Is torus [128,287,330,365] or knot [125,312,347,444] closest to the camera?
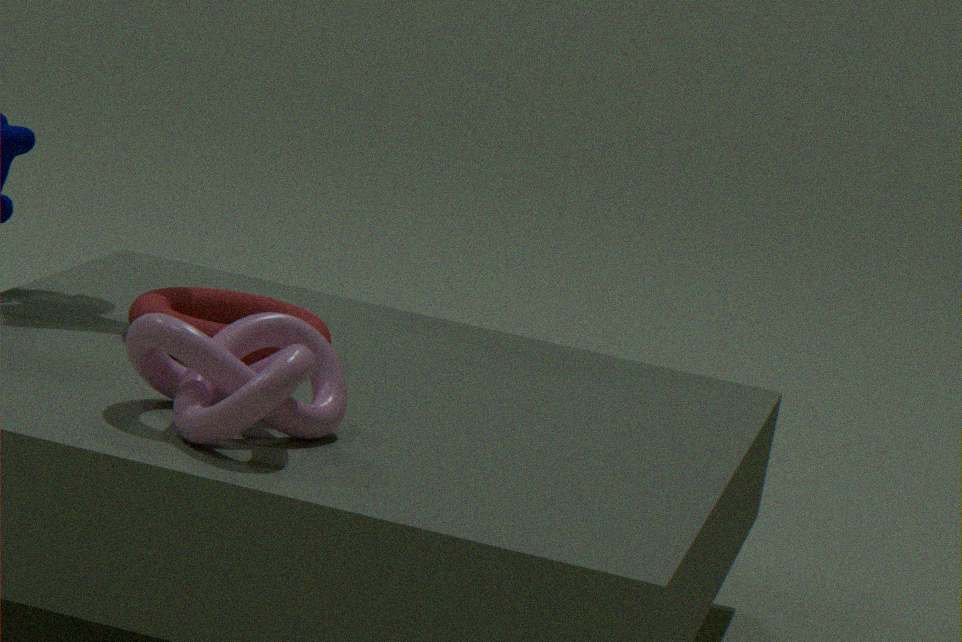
knot [125,312,347,444]
